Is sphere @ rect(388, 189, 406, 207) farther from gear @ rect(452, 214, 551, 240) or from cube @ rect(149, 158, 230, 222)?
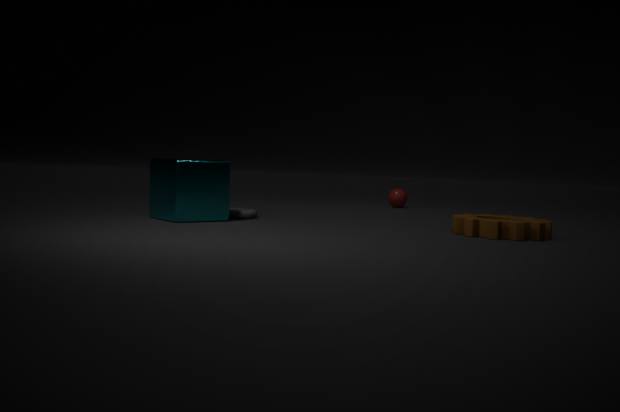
cube @ rect(149, 158, 230, 222)
